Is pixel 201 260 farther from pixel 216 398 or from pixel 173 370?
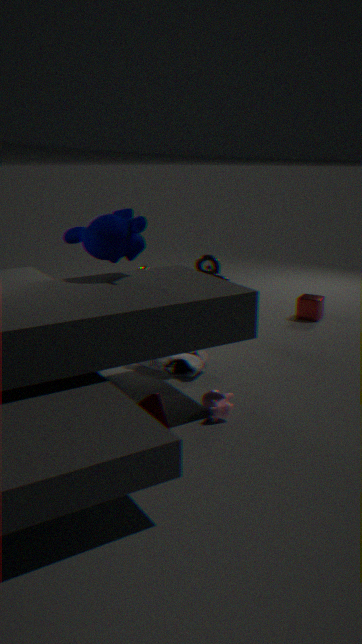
pixel 216 398
